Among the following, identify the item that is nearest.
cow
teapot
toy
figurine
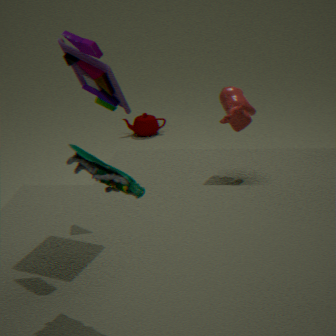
figurine
